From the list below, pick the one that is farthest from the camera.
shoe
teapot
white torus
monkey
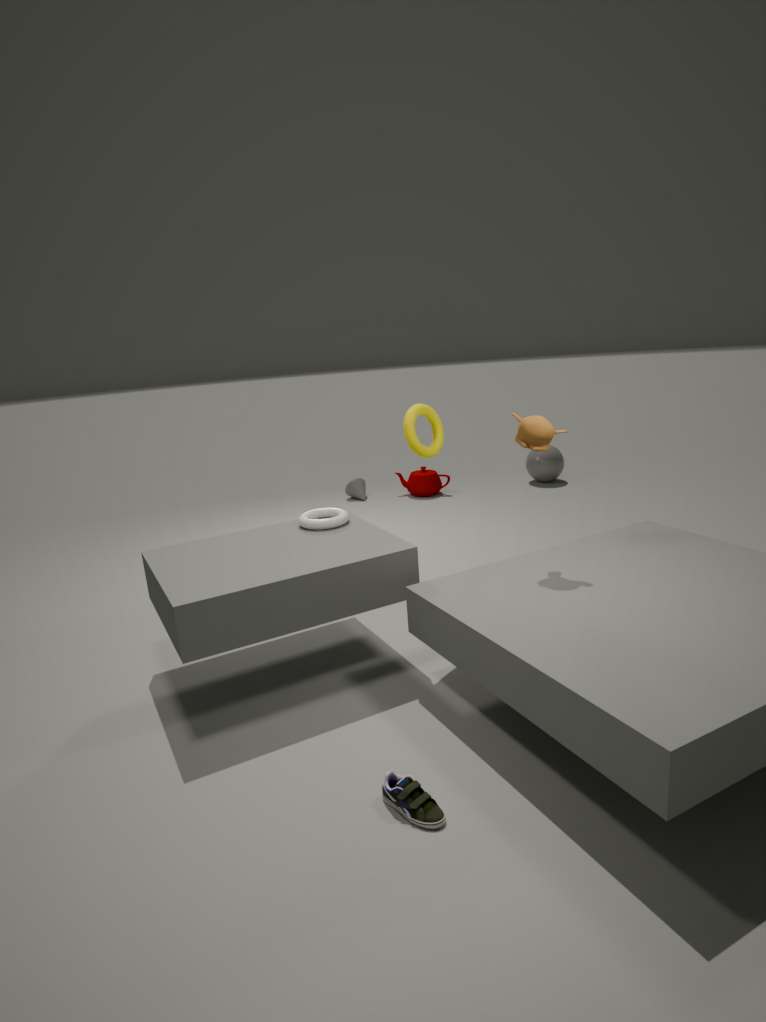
teapot
